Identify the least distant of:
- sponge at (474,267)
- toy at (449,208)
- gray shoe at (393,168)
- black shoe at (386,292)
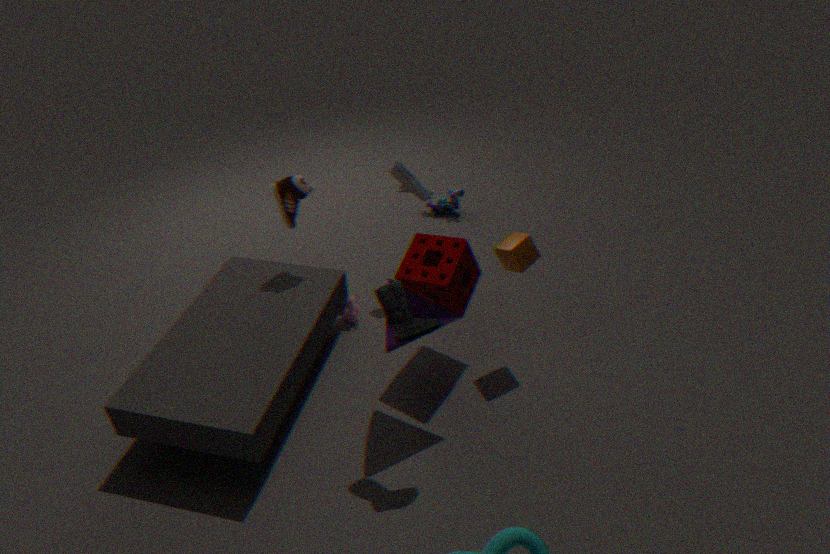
black shoe at (386,292)
